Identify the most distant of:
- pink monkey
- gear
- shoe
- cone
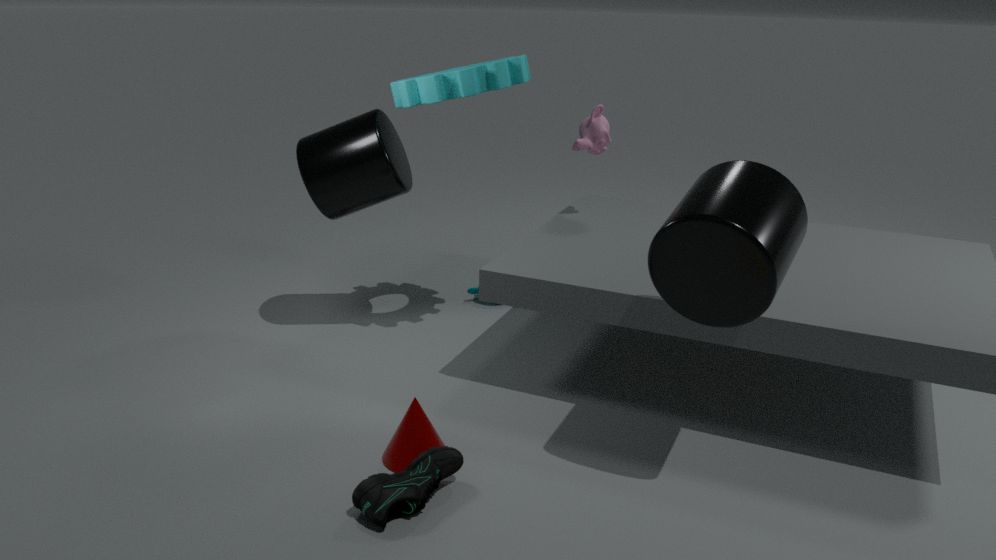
pink monkey
